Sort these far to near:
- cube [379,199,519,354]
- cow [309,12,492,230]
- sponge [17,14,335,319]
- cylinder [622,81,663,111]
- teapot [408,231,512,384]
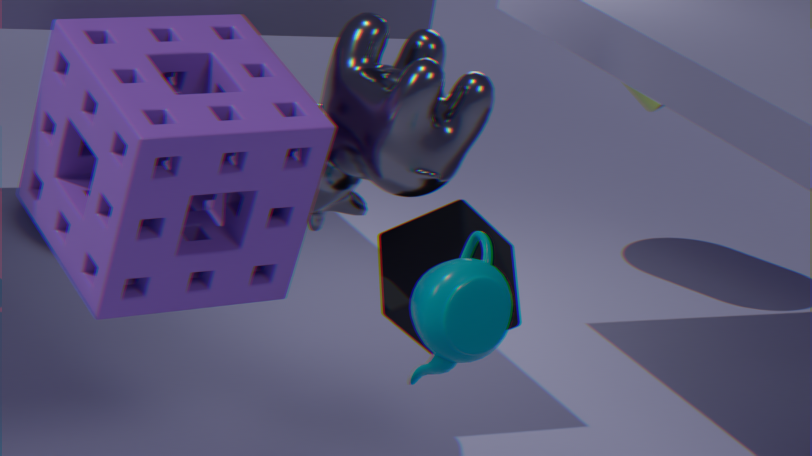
cylinder [622,81,663,111] → cube [379,199,519,354] → cow [309,12,492,230] → sponge [17,14,335,319] → teapot [408,231,512,384]
